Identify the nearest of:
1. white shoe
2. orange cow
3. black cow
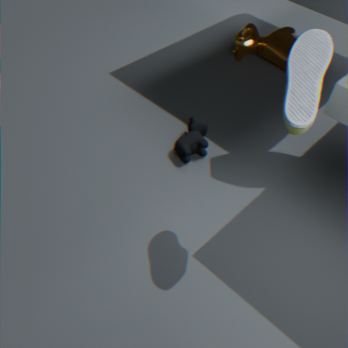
white shoe
